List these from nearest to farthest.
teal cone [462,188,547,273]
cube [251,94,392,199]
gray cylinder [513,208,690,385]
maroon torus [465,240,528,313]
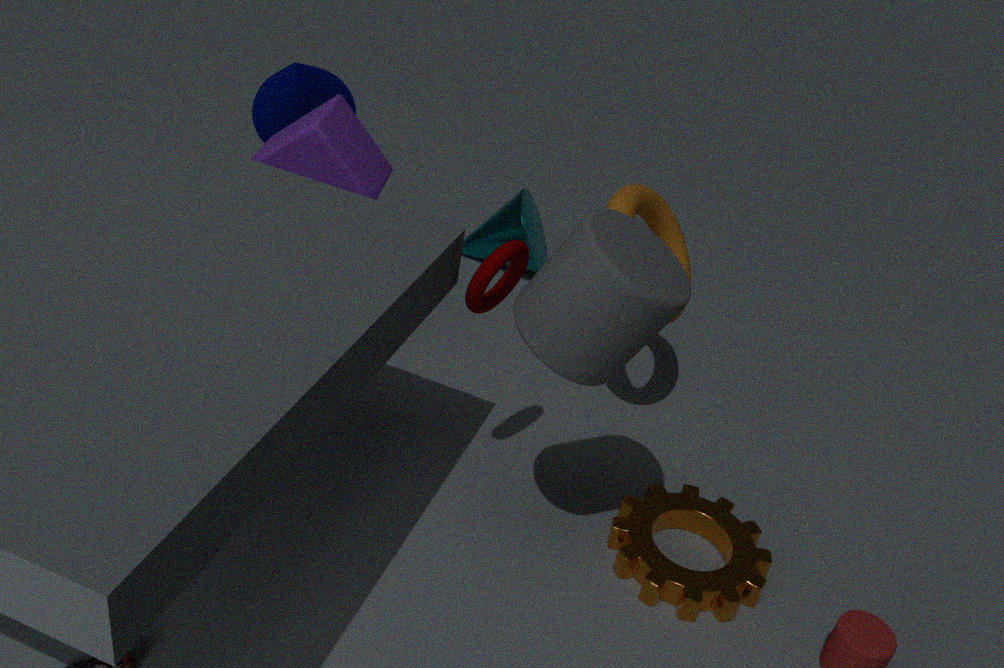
gray cylinder [513,208,690,385]
maroon torus [465,240,528,313]
cube [251,94,392,199]
teal cone [462,188,547,273]
